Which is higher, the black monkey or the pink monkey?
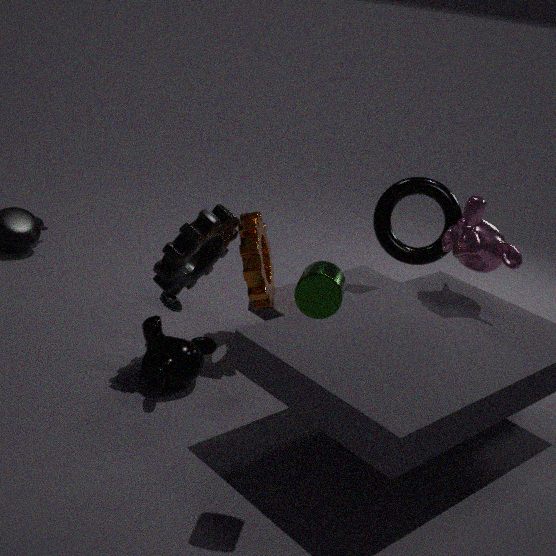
the pink monkey
